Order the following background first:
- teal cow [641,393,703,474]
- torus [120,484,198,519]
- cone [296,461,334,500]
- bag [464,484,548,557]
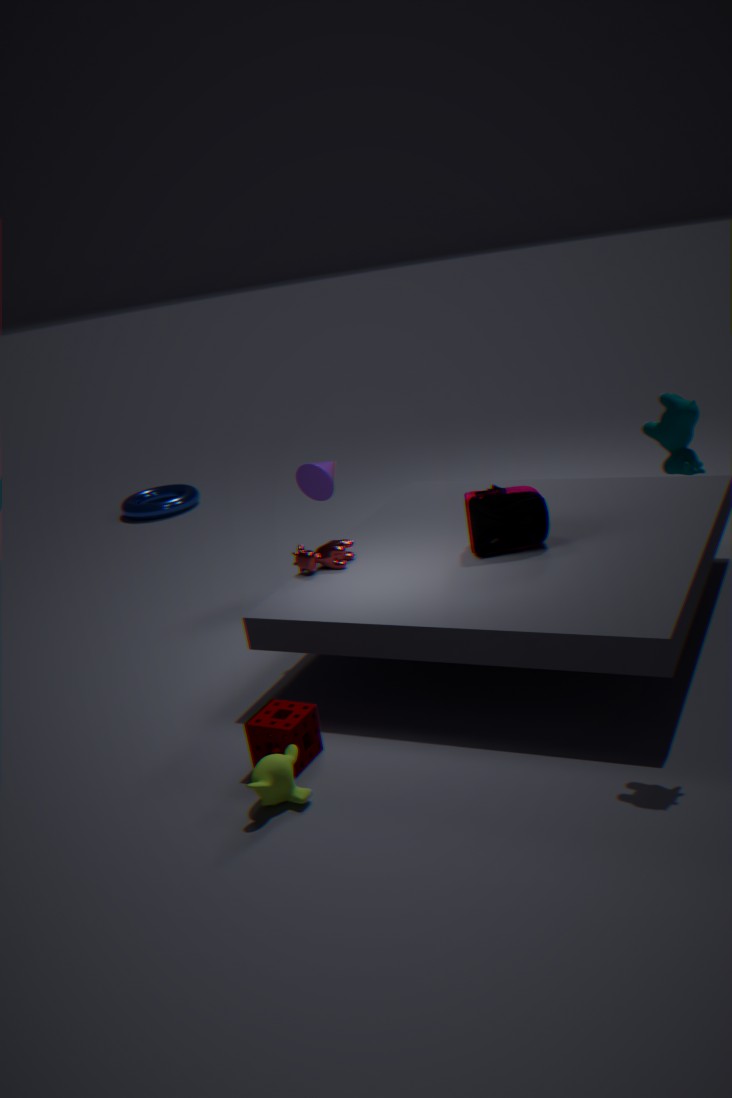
torus [120,484,198,519]
cone [296,461,334,500]
bag [464,484,548,557]
teal cow [641,393,703,474]
